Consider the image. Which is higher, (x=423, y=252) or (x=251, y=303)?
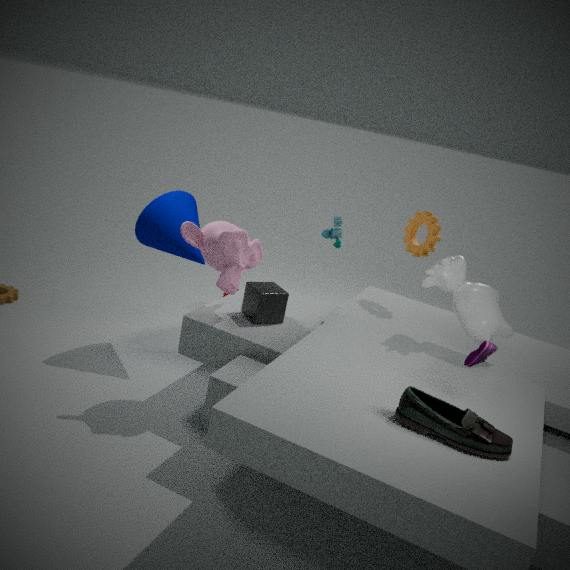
(x=423, y=252)
